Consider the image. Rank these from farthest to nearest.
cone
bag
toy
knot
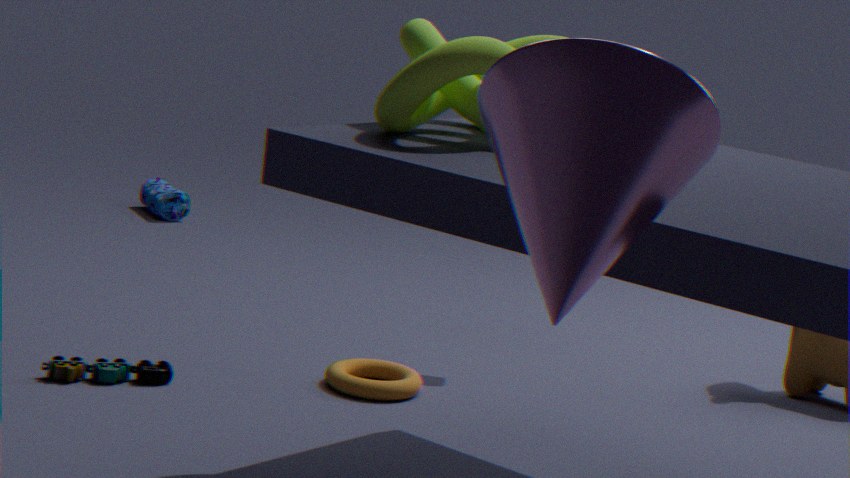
bag → toy → knot → cone
